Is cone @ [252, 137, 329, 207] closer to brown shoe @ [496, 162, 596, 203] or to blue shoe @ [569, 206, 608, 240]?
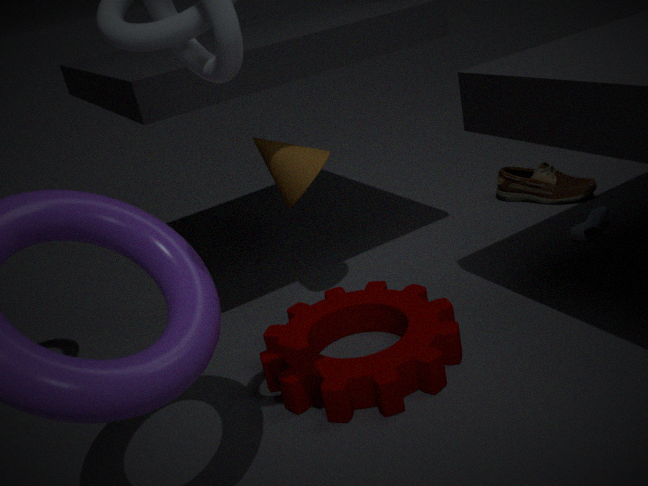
blue shoe @ [569, 206, 608, 240]
